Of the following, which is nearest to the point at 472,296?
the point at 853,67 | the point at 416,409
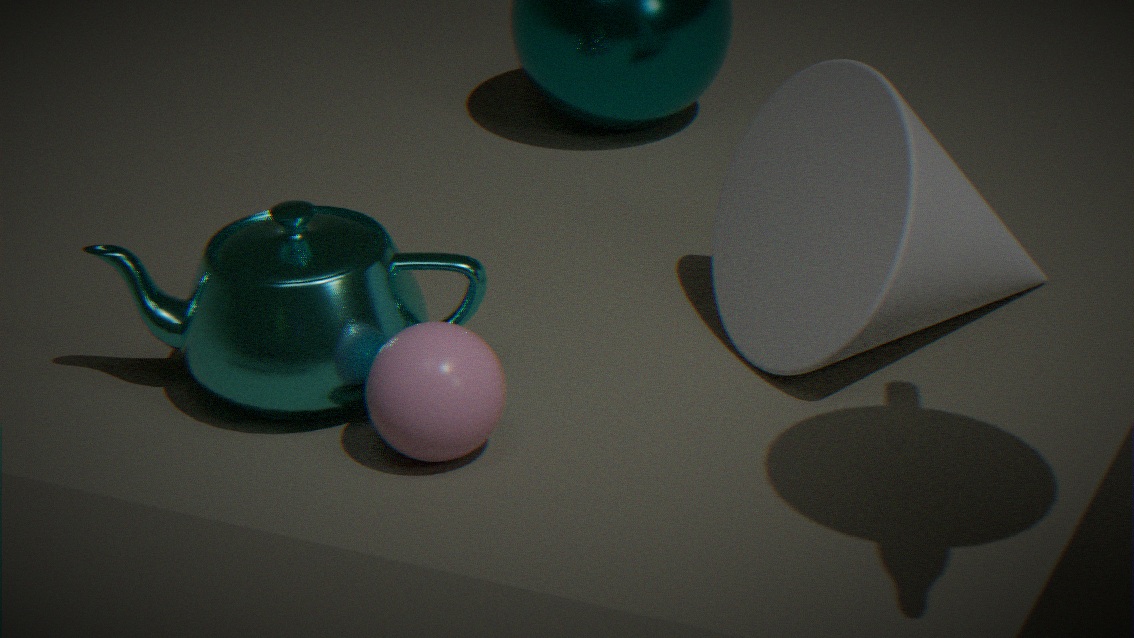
Answer: the point at 416,409
